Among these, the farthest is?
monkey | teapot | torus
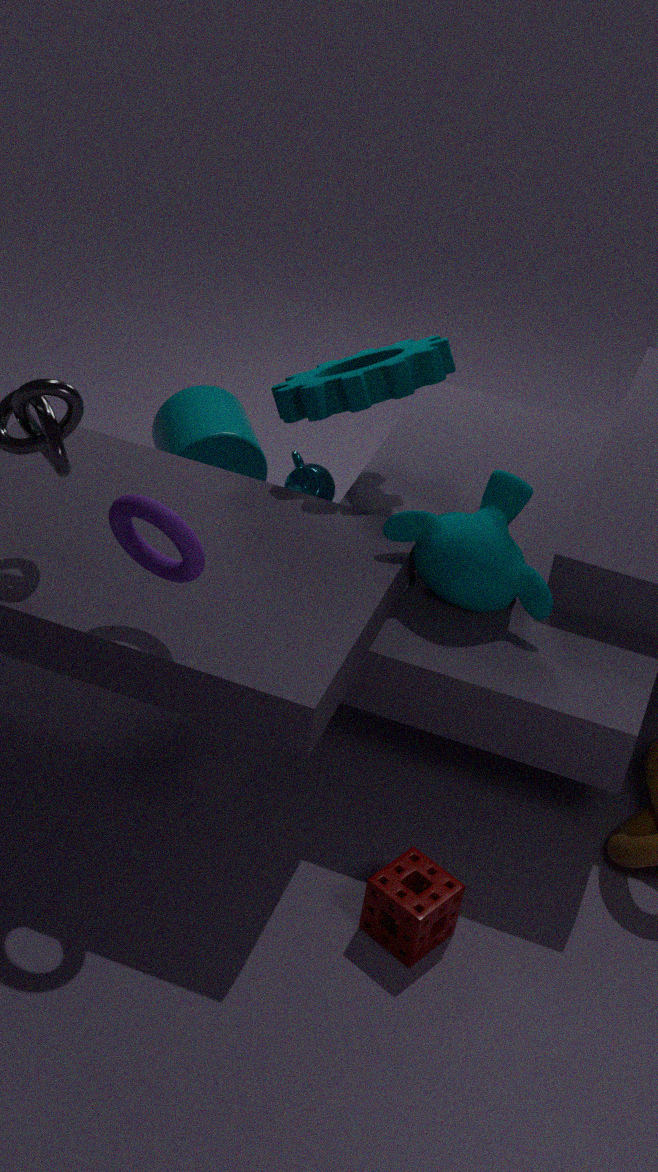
teapot
